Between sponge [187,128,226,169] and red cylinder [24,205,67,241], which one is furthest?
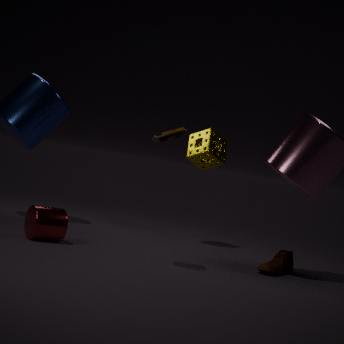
sponge [187,128,226,169]
